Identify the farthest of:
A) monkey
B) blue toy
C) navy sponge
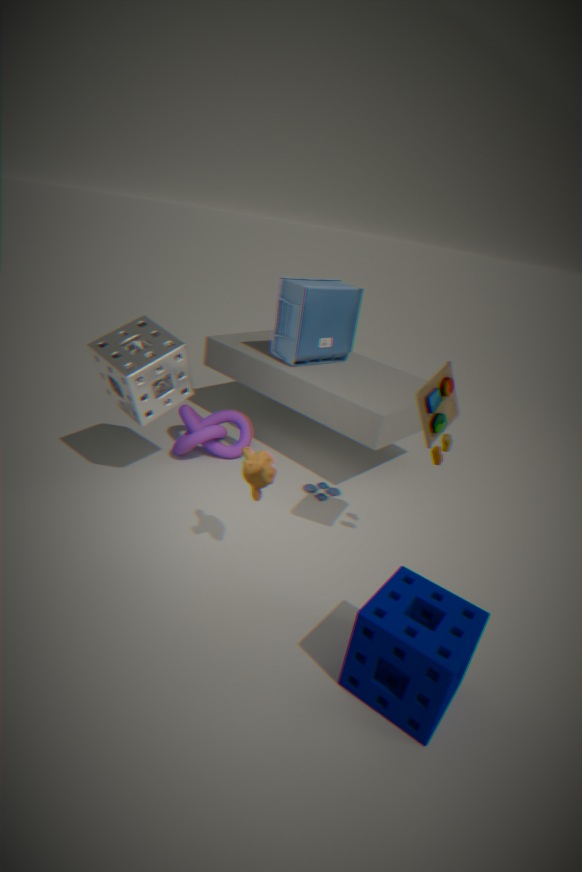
blue toy
